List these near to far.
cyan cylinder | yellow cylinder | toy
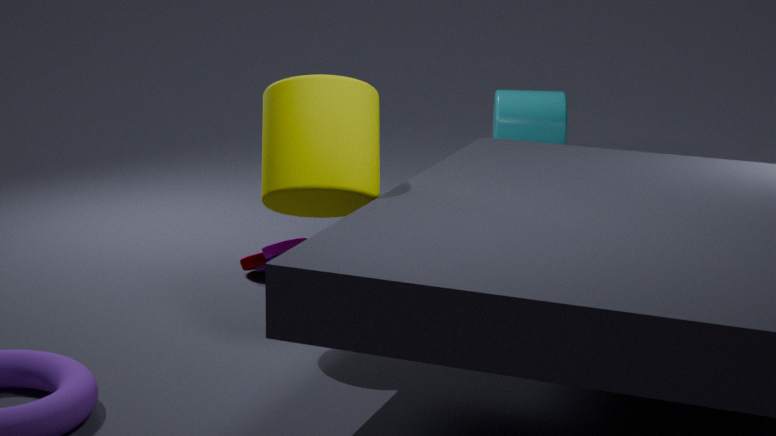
yellow cylinder < toy < cyan cylinder
